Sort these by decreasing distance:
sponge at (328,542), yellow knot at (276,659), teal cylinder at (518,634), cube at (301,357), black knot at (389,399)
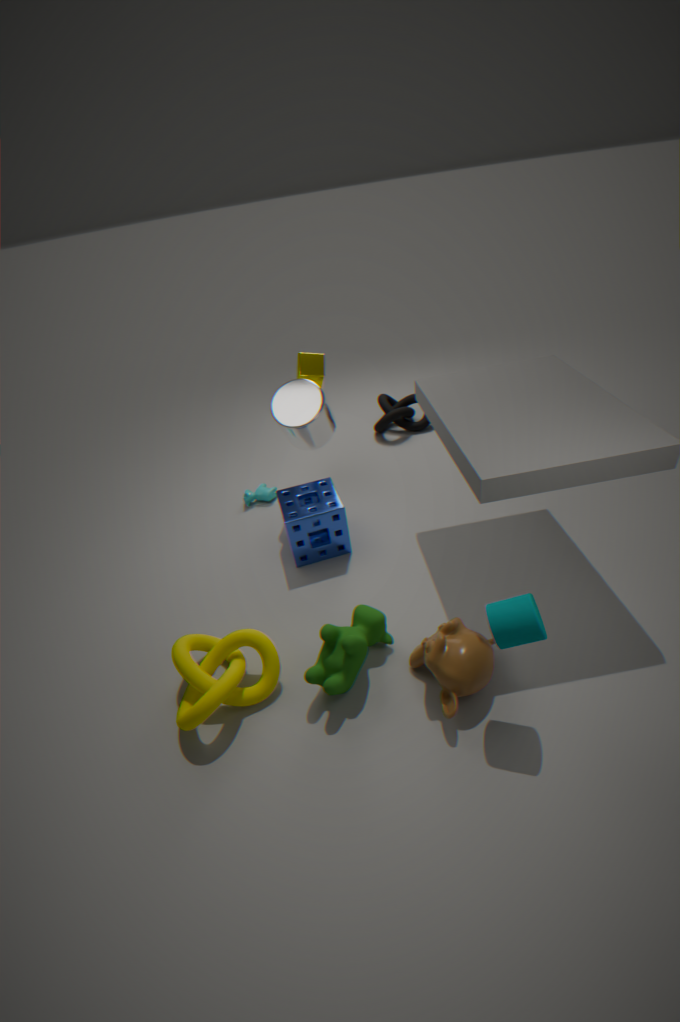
black knot at (389,399) → cube at (301,357) → sponge at (328,542) → yellow knot at (276,659) → teal cylinder at (518,634)
